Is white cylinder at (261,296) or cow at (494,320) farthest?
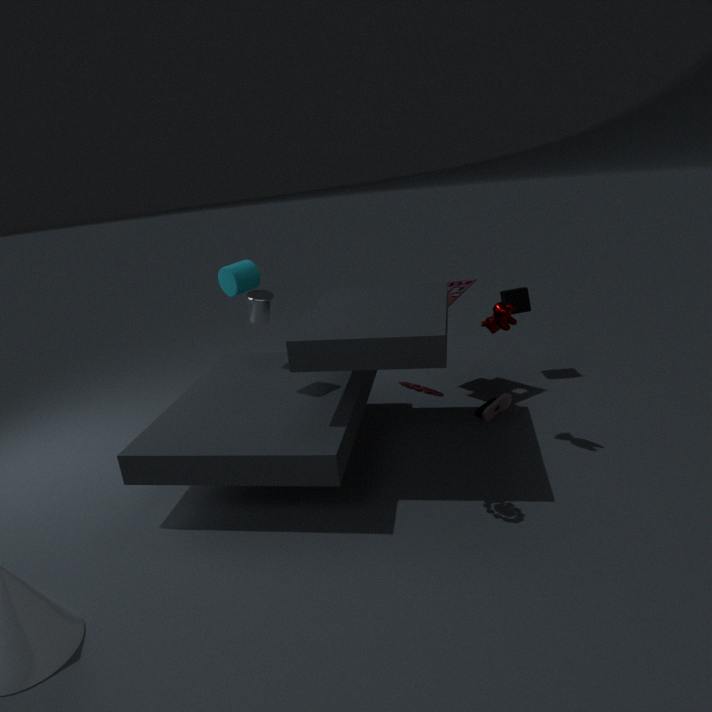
white cylinder at (261,296)
